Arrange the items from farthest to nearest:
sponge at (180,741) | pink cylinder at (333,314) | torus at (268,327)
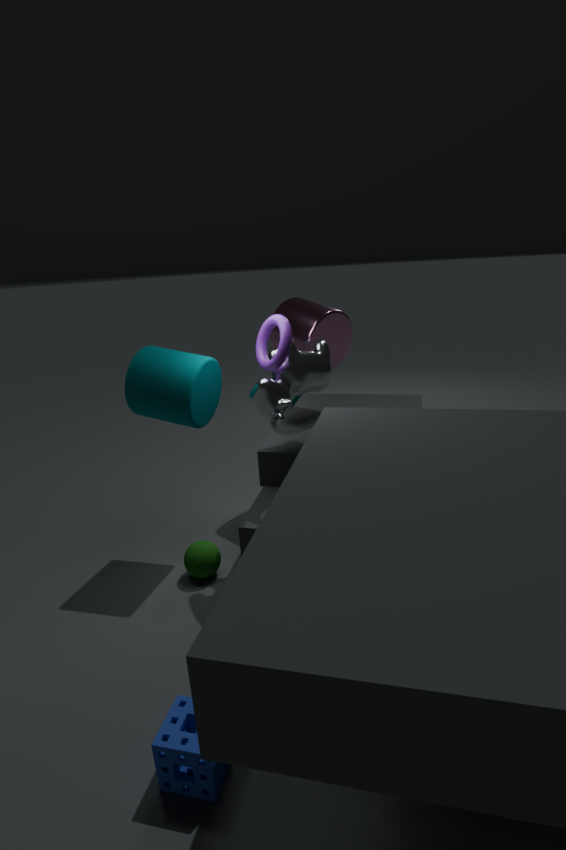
pink cylinder at (333,314), torus at (268,327), sponge at (180,741)
